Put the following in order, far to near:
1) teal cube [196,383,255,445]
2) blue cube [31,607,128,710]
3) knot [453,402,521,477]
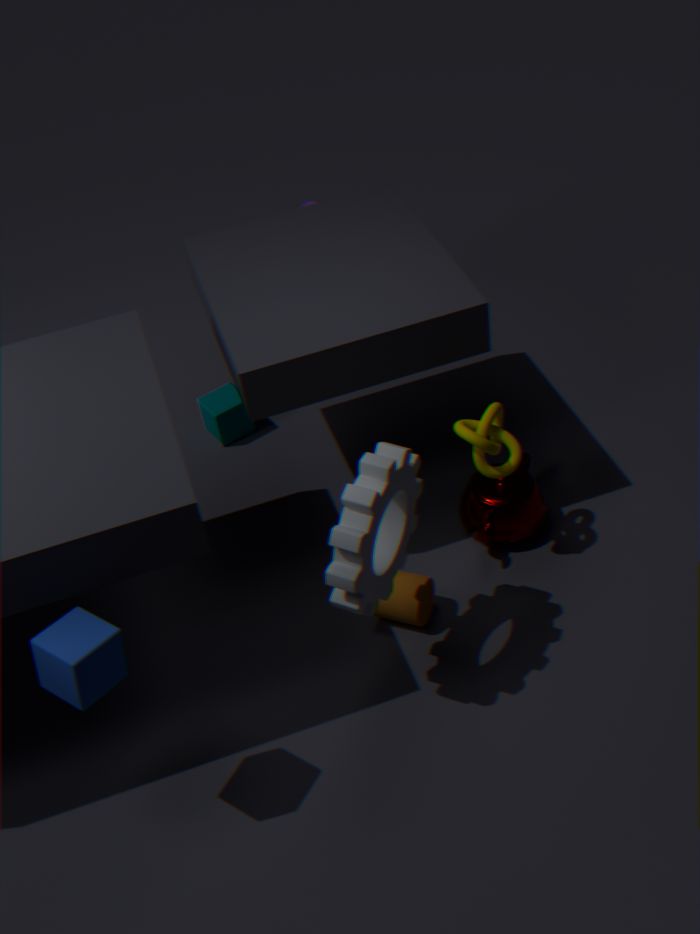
1. teal cube [196,383,255,445], 3. knot [453,402,521,477], 2. blue cube [31,607,128,710]
